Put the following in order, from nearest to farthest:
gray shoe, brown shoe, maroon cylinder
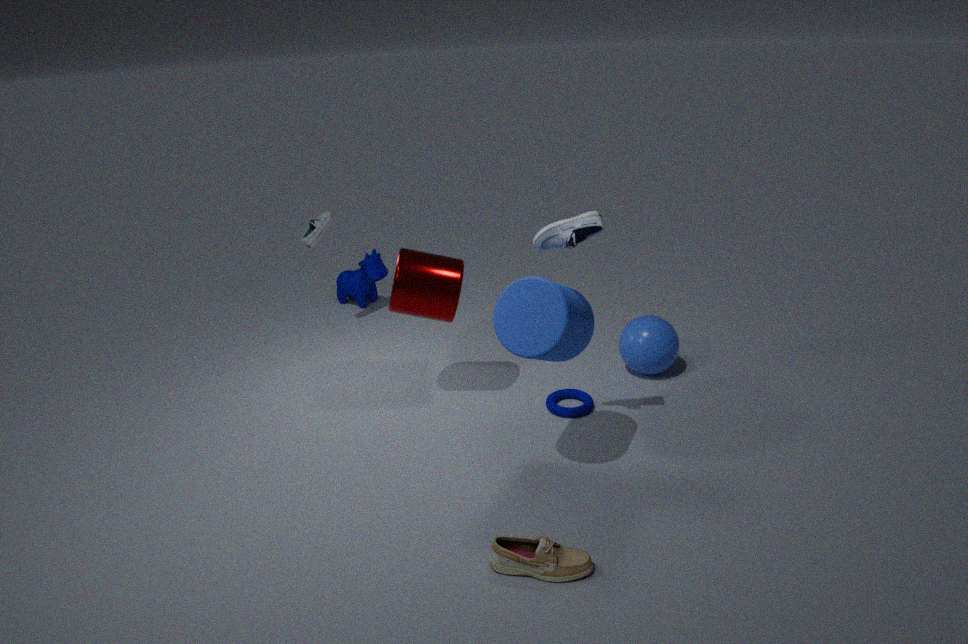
brown shoe, maroon cylinder, gray shoe
